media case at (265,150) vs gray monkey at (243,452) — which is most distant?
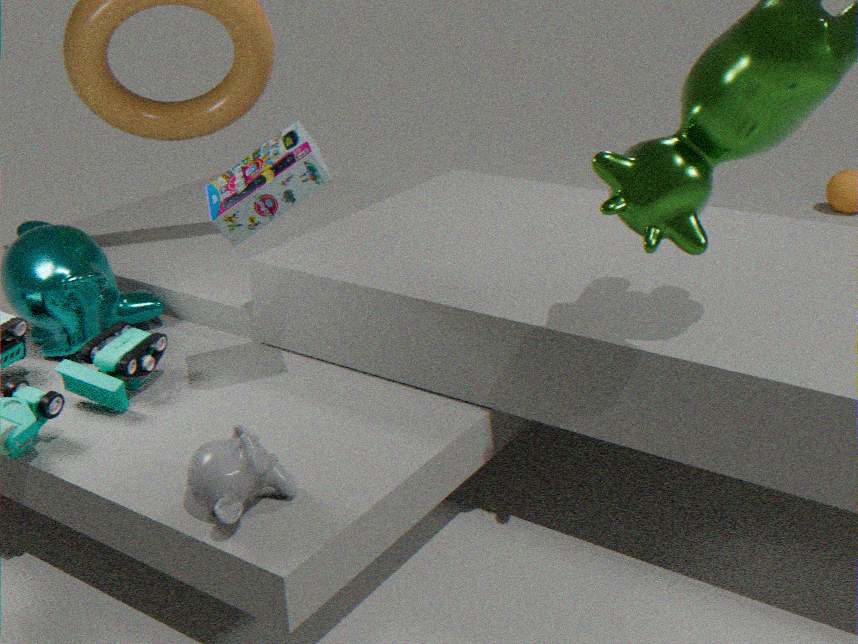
media case at (265,150)
